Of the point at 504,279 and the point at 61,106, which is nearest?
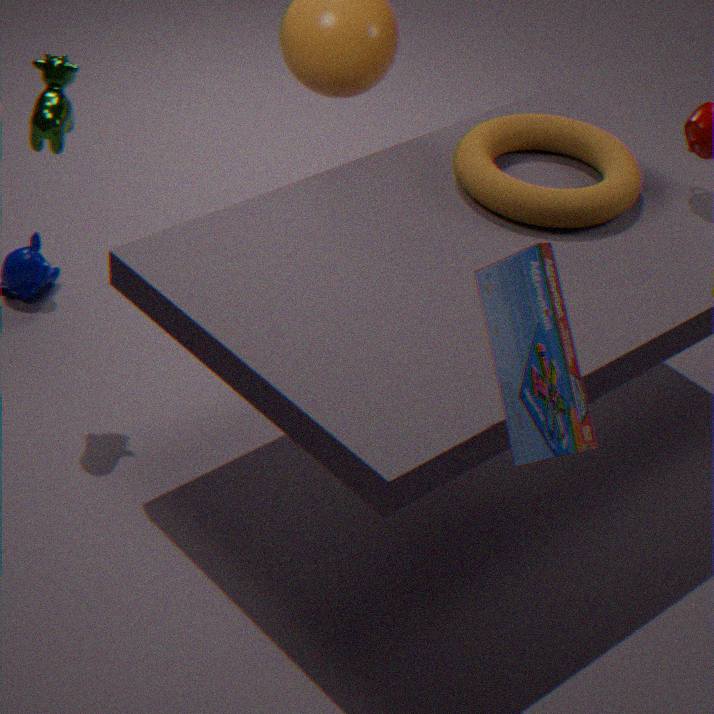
the point at 504,279
